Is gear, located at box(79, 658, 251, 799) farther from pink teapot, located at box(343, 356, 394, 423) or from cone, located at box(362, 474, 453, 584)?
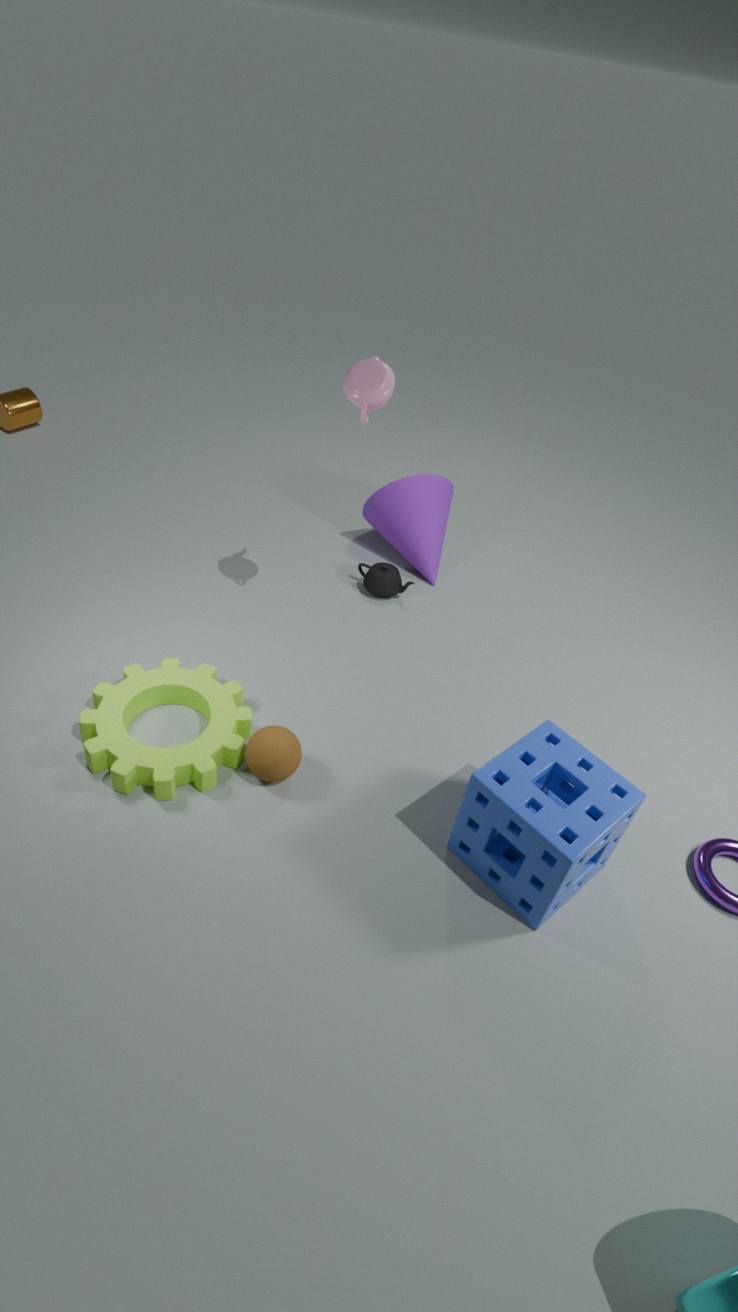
cone, located at box(362, 474, 453, 584)
